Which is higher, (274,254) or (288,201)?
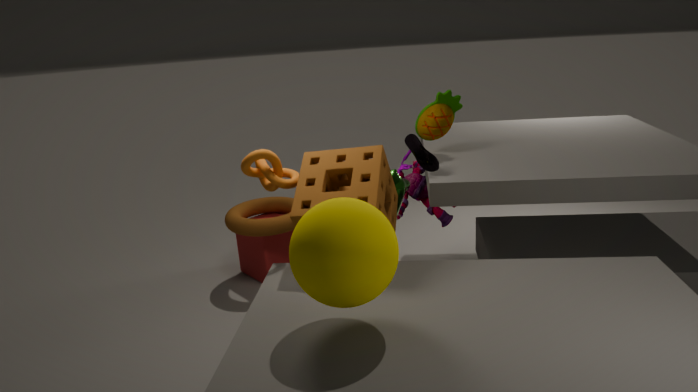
(288,201)
